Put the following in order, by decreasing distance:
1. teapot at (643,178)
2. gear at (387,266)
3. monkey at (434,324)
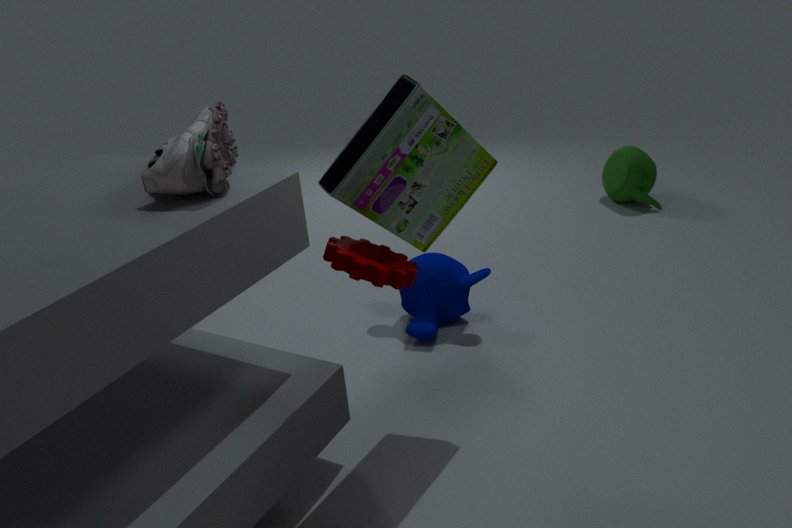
teapot at (643,178) → monkey at (434,324) → gear at (387,266)
